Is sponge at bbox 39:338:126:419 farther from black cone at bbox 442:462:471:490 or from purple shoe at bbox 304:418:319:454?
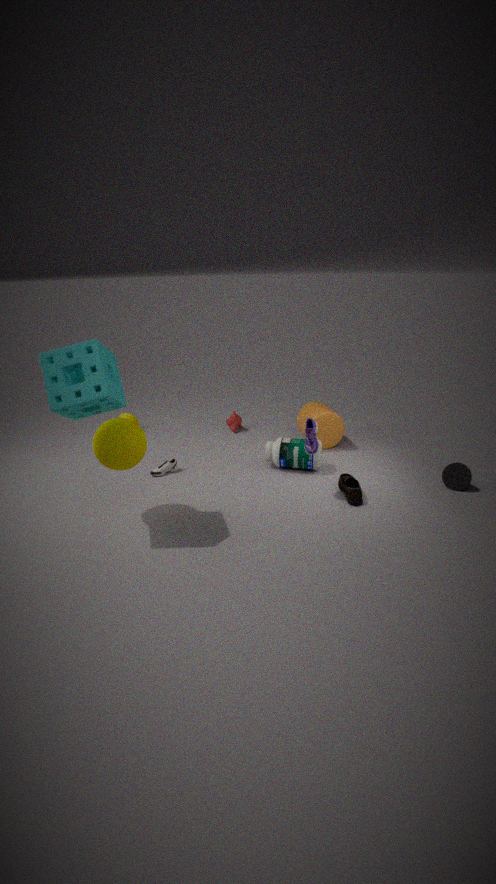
black cone at bbox 442:462:471:490
